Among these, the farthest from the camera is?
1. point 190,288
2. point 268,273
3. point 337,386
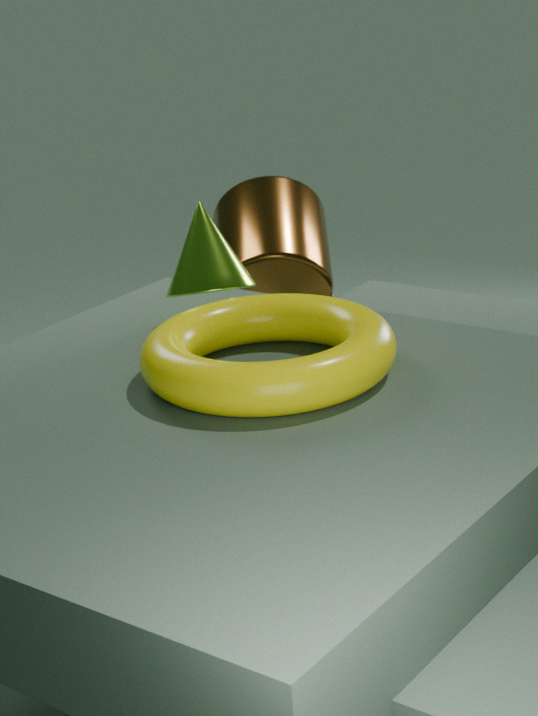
point 268,273
